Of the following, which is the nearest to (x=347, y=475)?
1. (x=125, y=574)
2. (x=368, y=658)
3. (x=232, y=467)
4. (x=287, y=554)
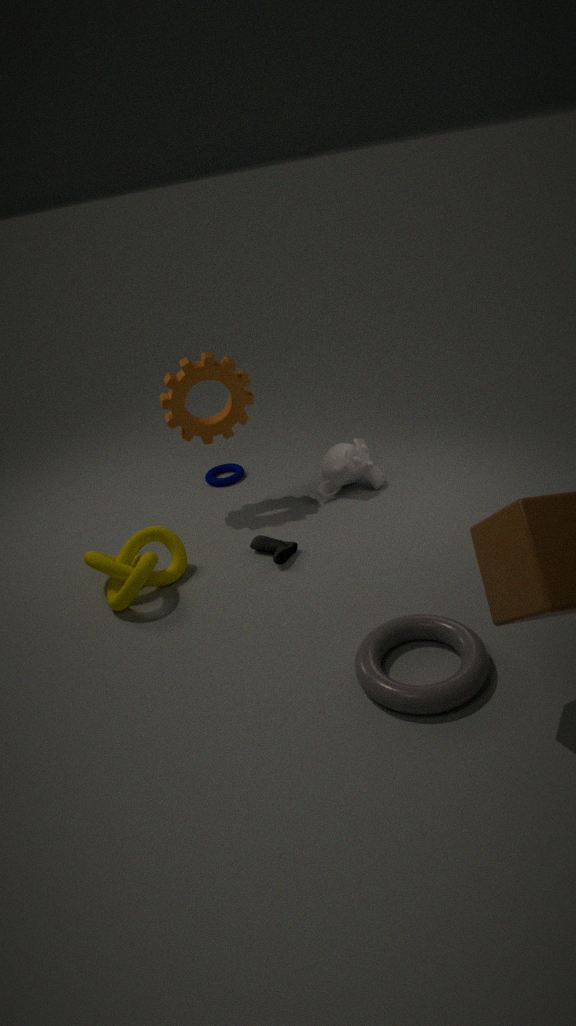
(x=287, y=554)
